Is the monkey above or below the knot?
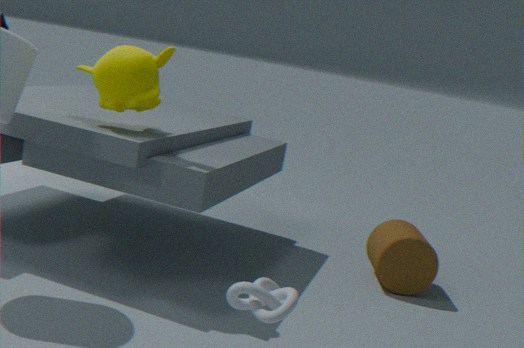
above
